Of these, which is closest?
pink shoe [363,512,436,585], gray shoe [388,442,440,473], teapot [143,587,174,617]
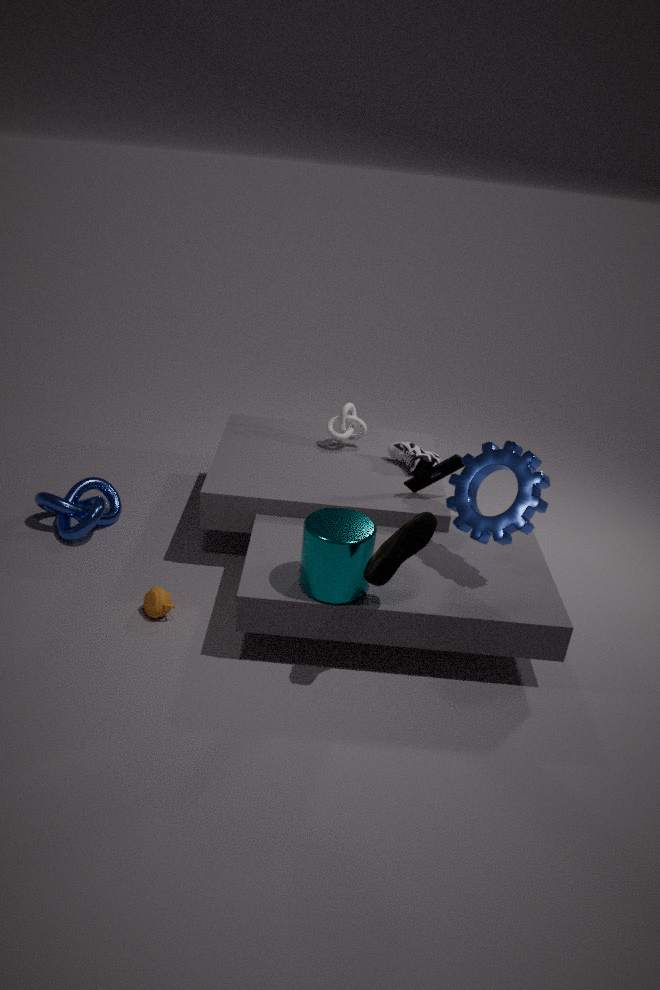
pink shoe [363,512,436,585]
